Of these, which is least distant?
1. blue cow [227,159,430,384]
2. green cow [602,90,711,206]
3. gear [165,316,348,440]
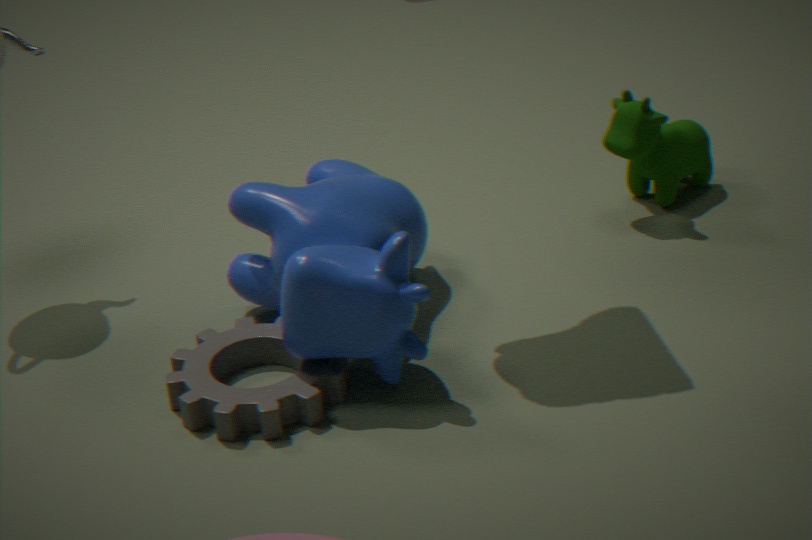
→ blue cow [227,159,430,384]
